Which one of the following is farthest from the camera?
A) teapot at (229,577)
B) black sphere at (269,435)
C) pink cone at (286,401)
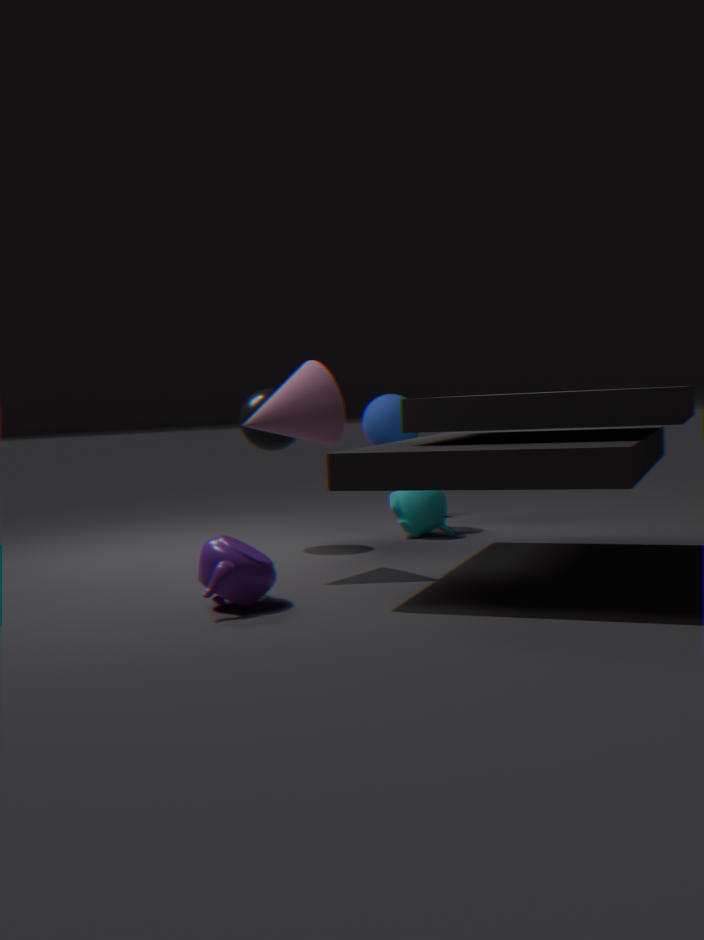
black sphere at (269,435)
